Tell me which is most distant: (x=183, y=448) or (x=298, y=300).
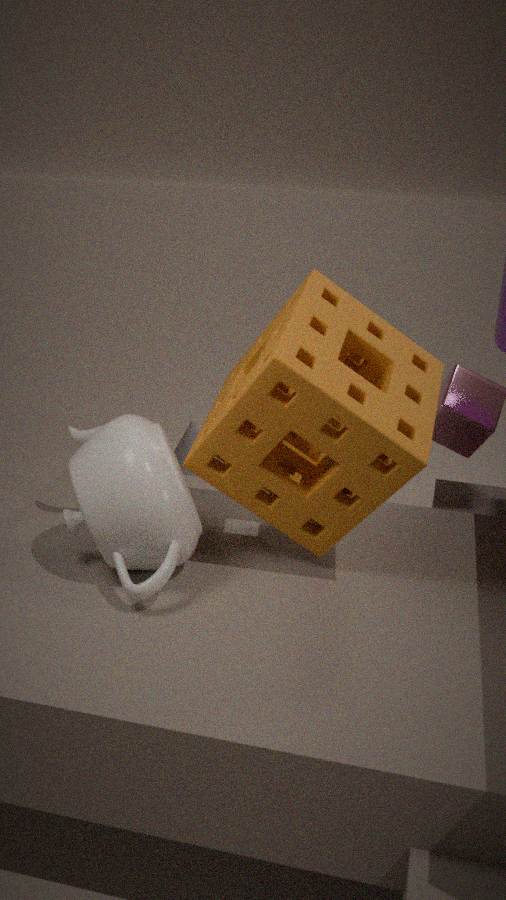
(x=183, y=448)
